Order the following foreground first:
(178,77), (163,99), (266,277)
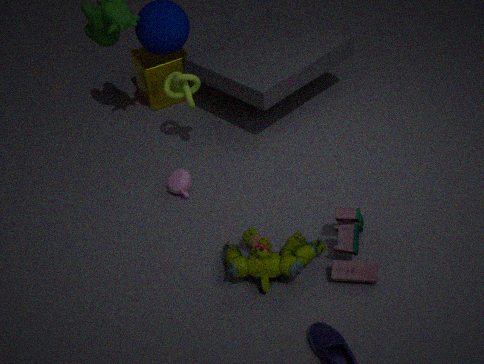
(266,277), (178,77), (163,99)
